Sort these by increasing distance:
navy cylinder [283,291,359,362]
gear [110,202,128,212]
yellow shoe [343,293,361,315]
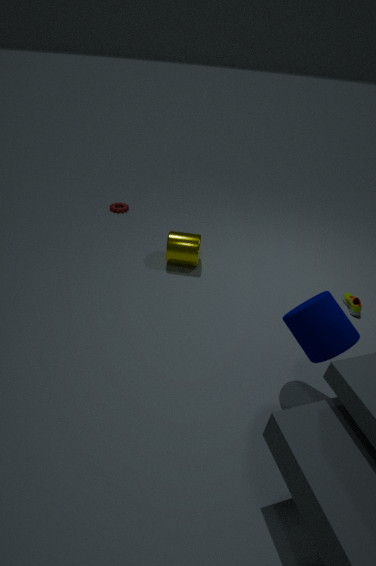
navy cylinder [283,291,359,362]
yellow shoe [343,293,361,315]
gear [110,202,128,212]
